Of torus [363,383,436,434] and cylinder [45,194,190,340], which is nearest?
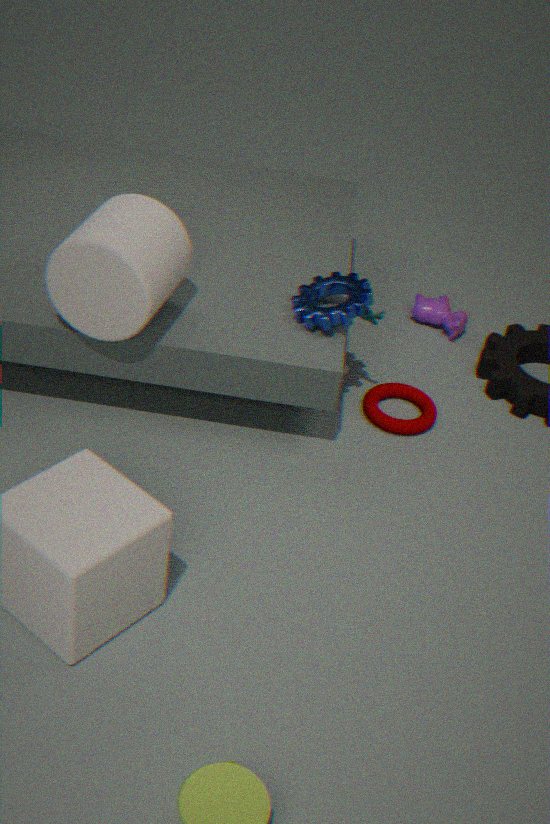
cylinder [45,194,190,340]
